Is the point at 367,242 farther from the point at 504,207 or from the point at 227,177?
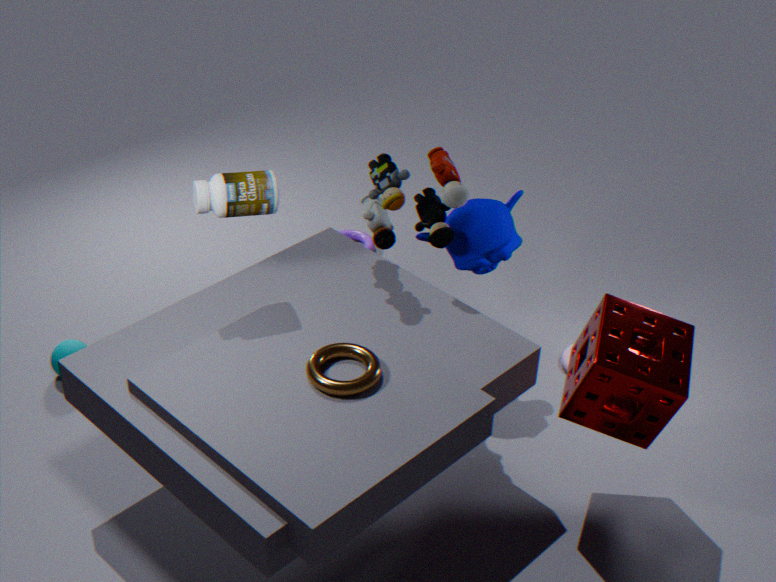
the point at 227,177
